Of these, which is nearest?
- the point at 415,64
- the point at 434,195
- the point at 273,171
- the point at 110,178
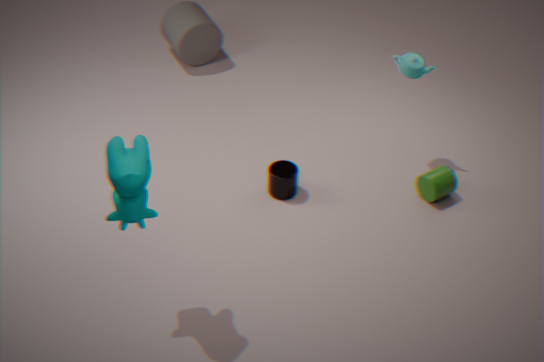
the point at 110,178
